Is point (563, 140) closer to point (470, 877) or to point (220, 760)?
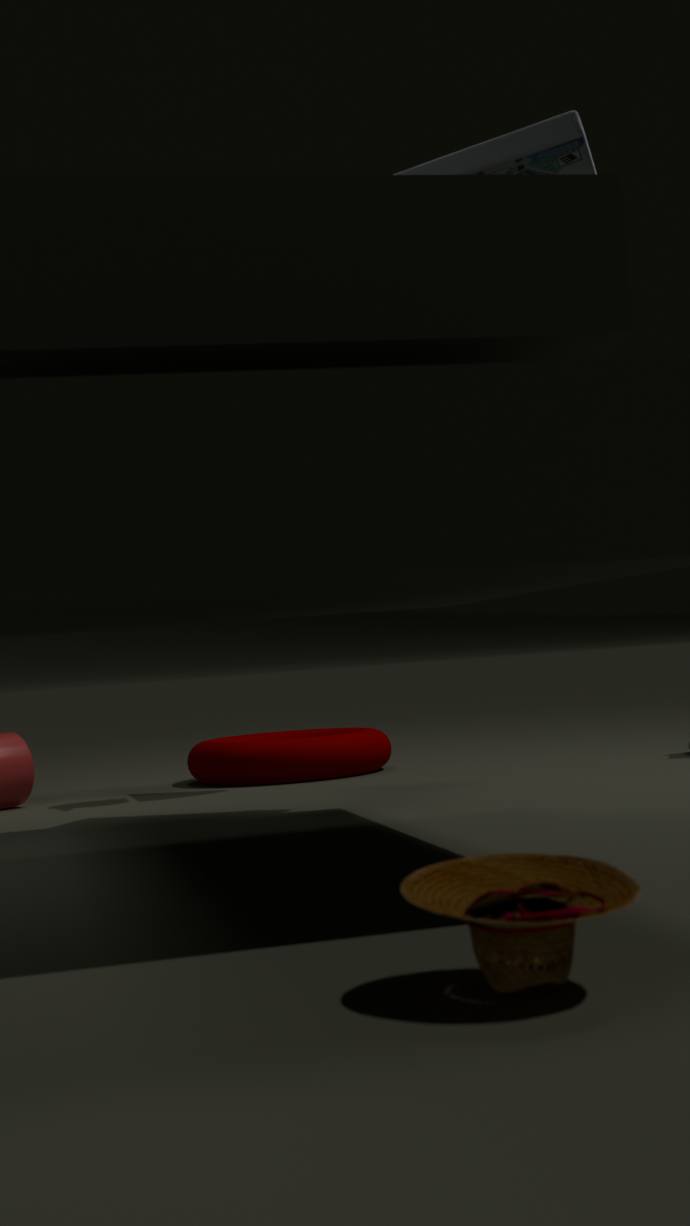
point (220, 760)
